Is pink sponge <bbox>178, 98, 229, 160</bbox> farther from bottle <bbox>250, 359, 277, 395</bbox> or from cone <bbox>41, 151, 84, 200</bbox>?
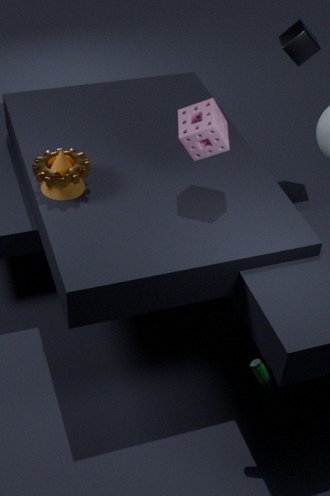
bottle <bbox>250, 359, 277, 395</bbox>
